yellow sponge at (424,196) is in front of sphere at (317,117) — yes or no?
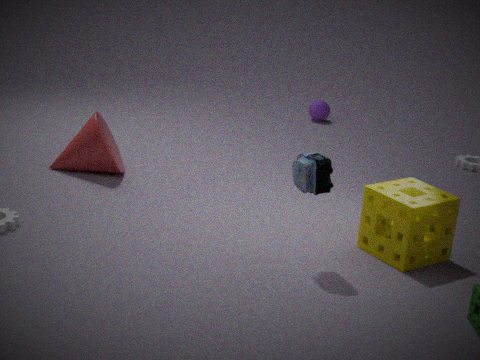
Yes
